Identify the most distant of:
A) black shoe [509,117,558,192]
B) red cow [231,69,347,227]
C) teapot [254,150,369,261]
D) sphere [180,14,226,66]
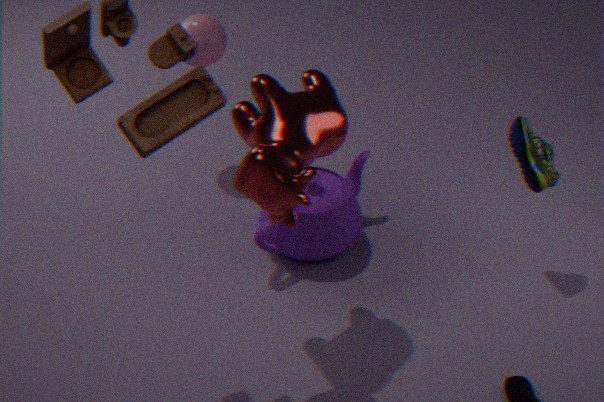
sphere [180,14,226,66]
